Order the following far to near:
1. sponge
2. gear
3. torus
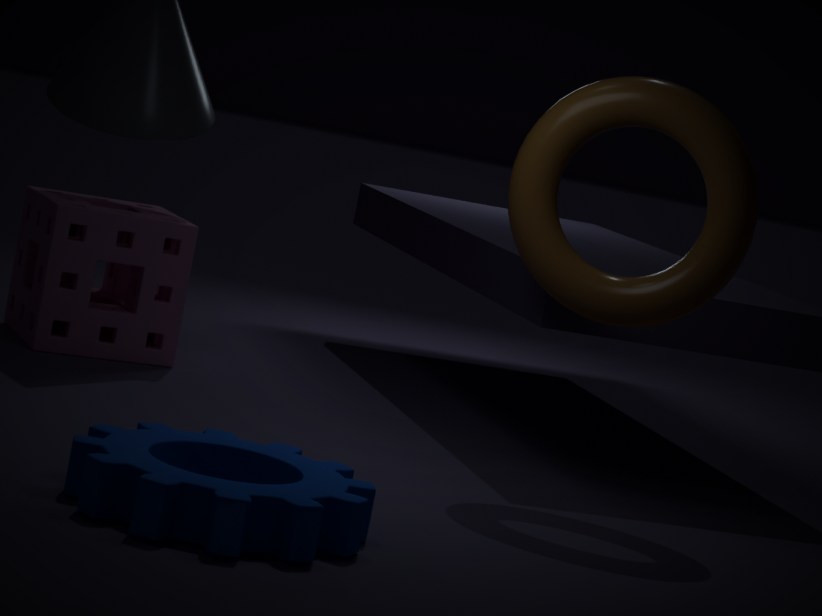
sponge → torus → gear
